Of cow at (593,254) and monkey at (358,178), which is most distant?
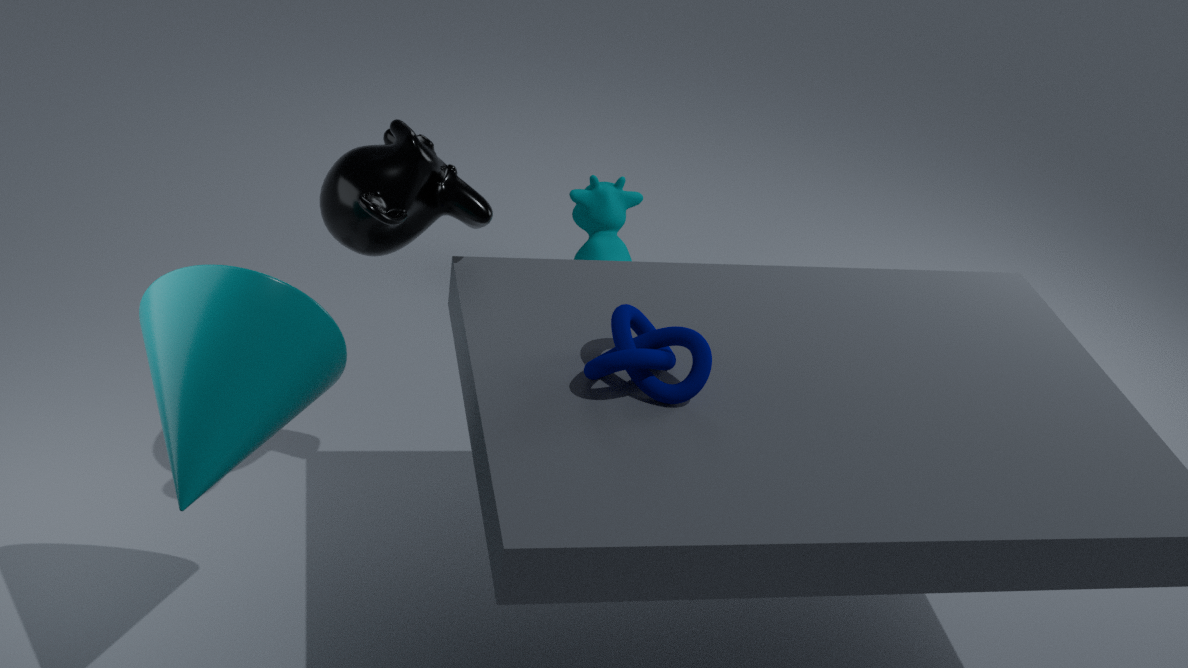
cow at (593,254)
